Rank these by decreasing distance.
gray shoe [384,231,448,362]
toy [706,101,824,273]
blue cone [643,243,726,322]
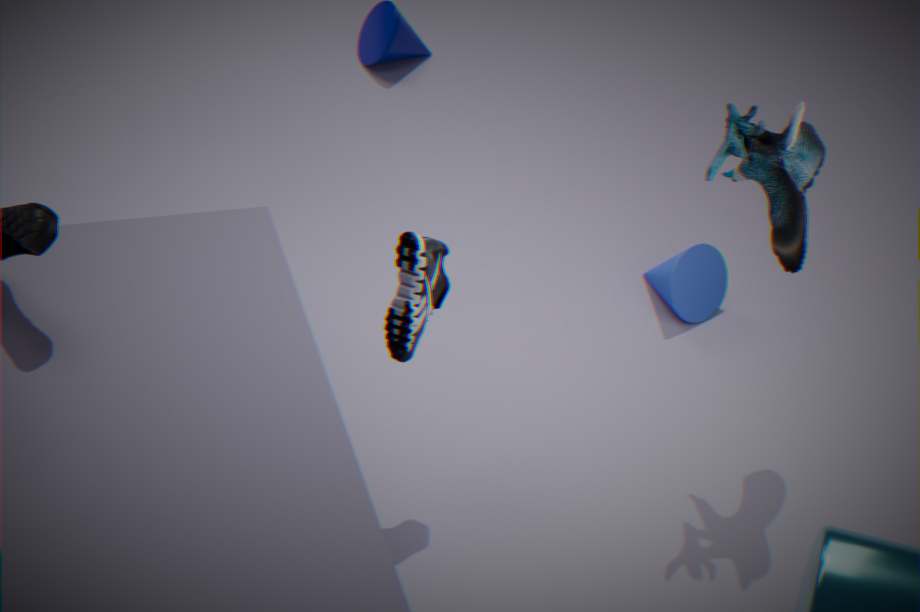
blue cone [643,243,726,322] → toy [706,101,824,273] → gray shoe [384,231,448,362]
